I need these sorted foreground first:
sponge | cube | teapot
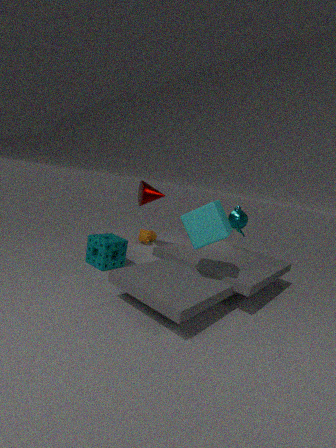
cube → sponge → teapot
